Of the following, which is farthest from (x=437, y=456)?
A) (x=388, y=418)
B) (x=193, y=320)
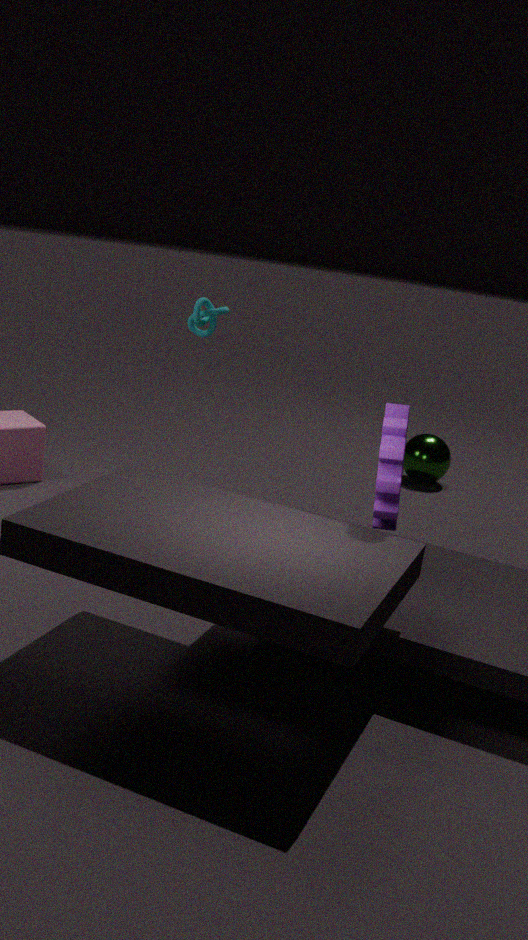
(x=388, y=418)
